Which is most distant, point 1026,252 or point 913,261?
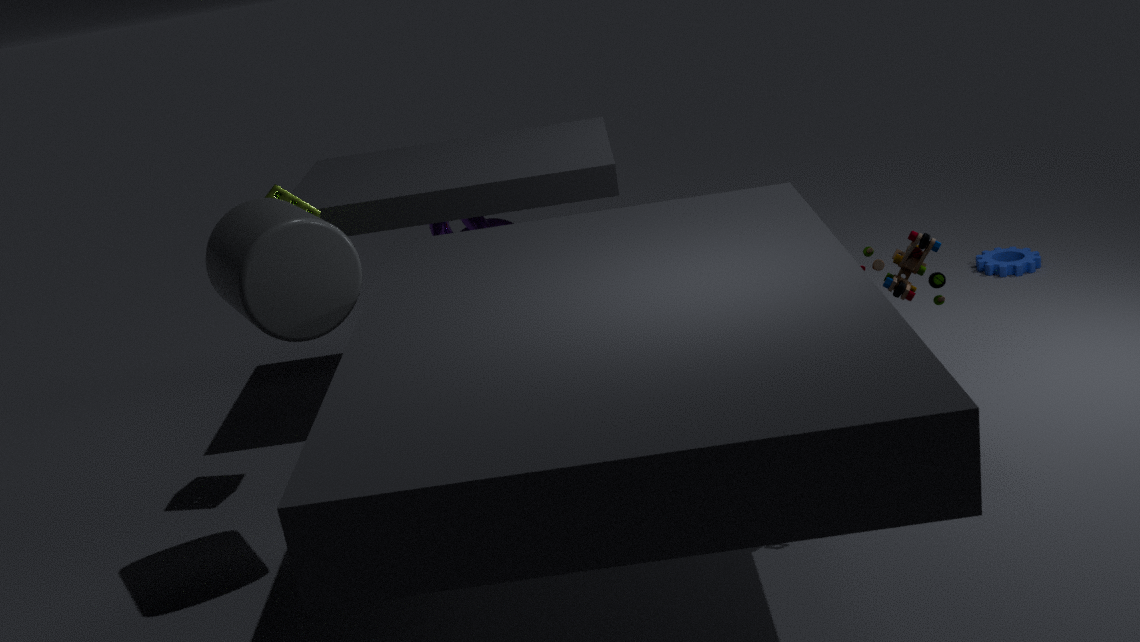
point 1026,252
